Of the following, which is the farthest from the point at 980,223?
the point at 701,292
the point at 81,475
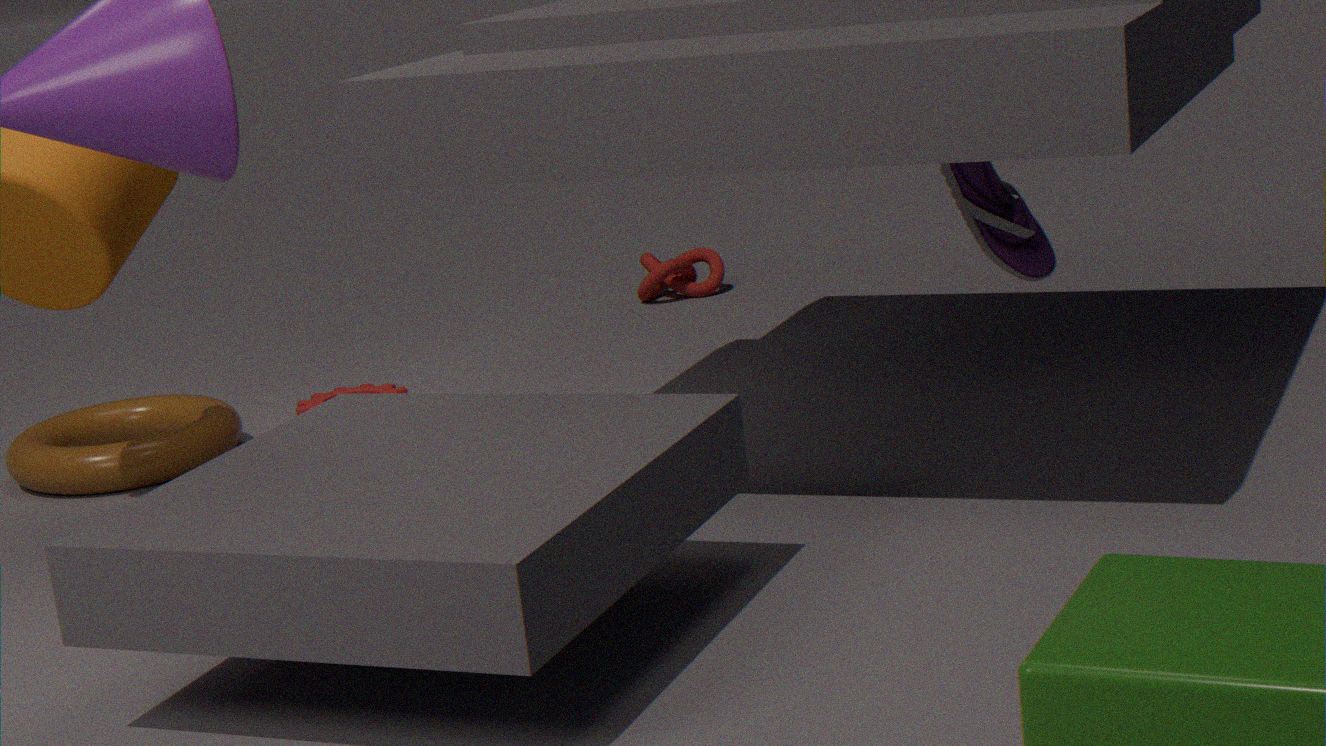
the point at 81,475
